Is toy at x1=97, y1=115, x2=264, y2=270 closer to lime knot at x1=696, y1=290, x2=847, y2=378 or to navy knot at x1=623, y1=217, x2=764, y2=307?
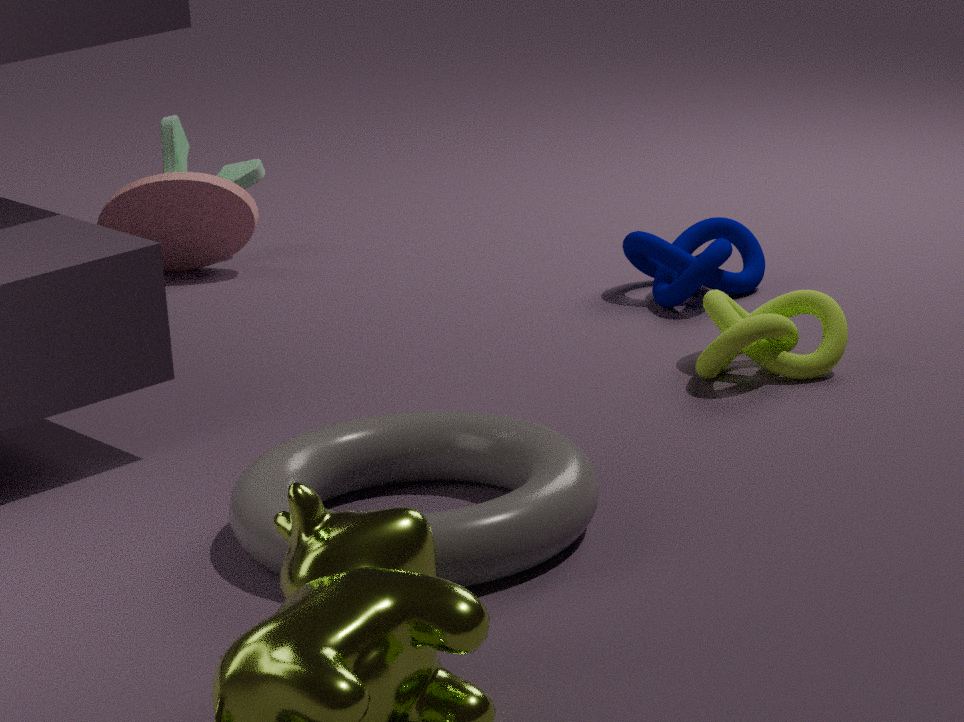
navy knot at x1=623, y1=217, x2=764, y2=307
